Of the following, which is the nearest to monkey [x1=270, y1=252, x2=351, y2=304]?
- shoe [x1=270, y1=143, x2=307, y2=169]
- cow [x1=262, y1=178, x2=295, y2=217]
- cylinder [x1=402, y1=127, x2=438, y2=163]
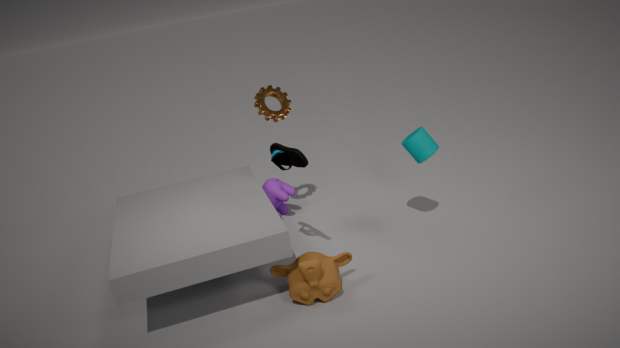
shoe [x1=270, y1=143, x2=307, y2=169]
